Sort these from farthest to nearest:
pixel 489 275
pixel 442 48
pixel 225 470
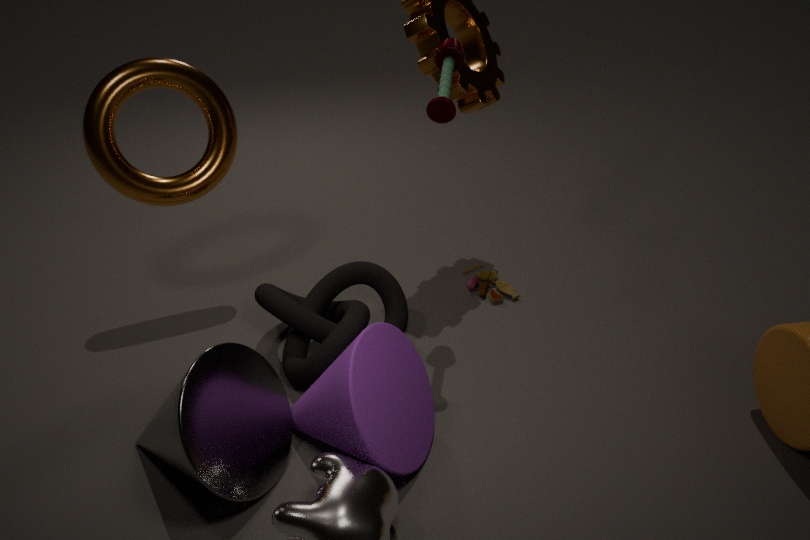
pixel 489 275 → pixel 442 48 → pixel 225 470
